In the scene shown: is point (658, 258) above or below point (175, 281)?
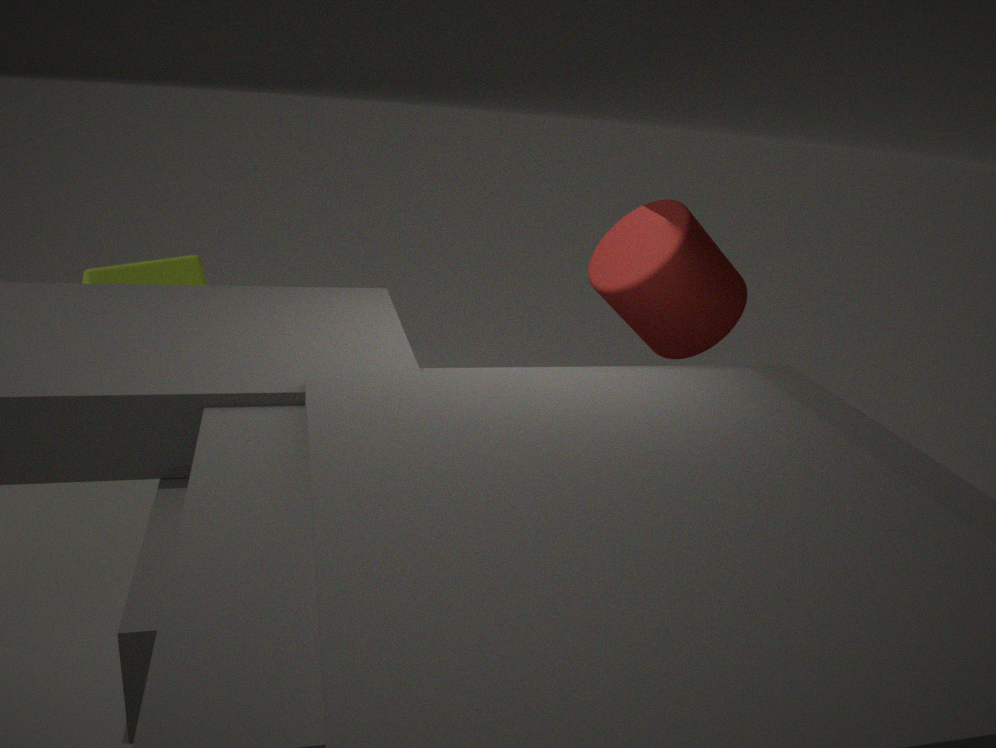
above
